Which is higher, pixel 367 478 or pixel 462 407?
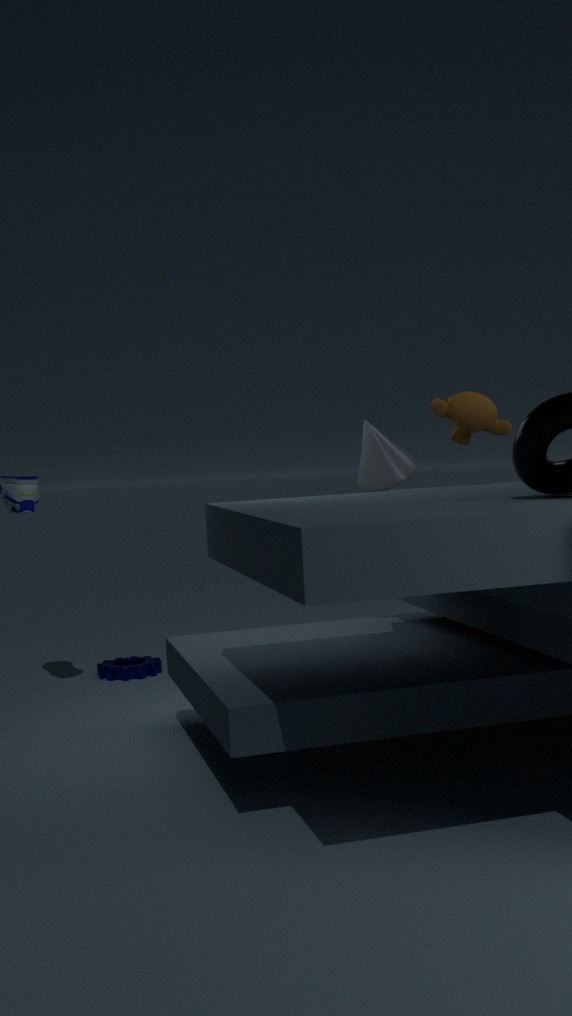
pixel 462 407
